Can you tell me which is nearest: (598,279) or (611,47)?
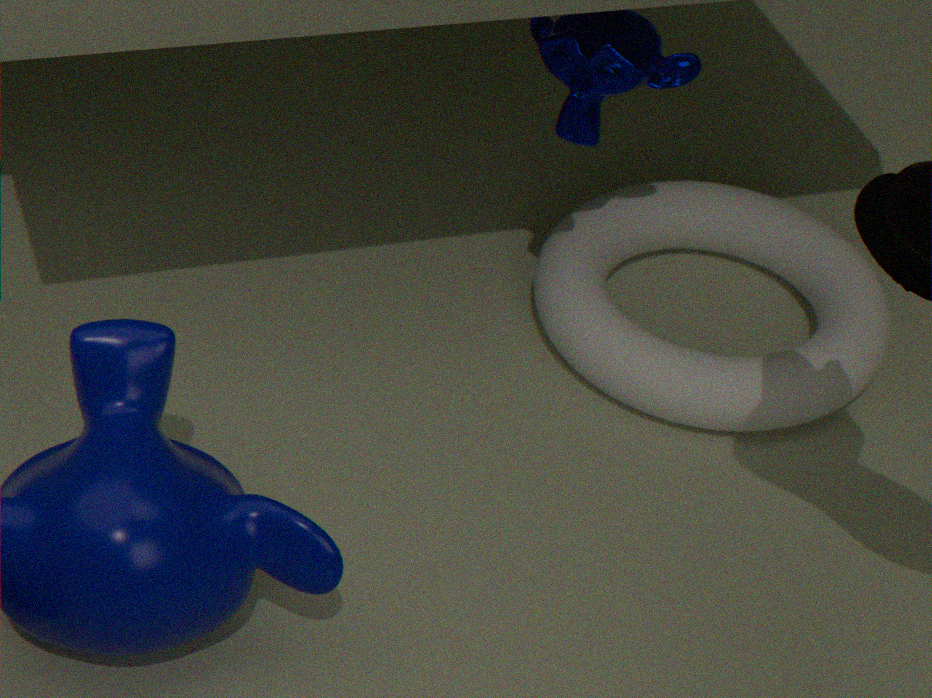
(611,47)
